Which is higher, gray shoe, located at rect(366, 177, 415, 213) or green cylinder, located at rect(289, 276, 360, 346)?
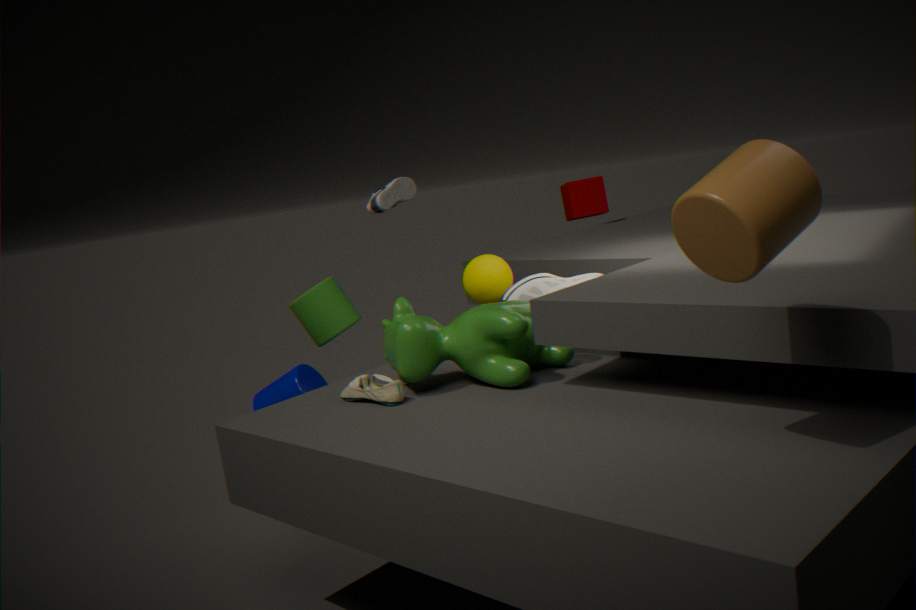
gray shoe, located at rect(366, 177, 415, 213)
